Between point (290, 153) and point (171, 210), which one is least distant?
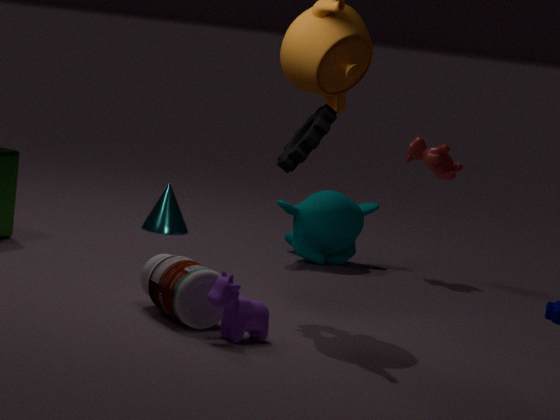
point (290, 153)
